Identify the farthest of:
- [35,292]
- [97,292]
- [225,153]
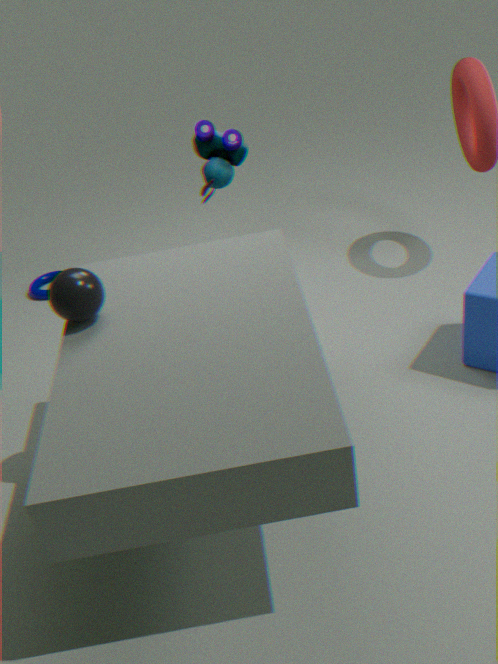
[35,292]
